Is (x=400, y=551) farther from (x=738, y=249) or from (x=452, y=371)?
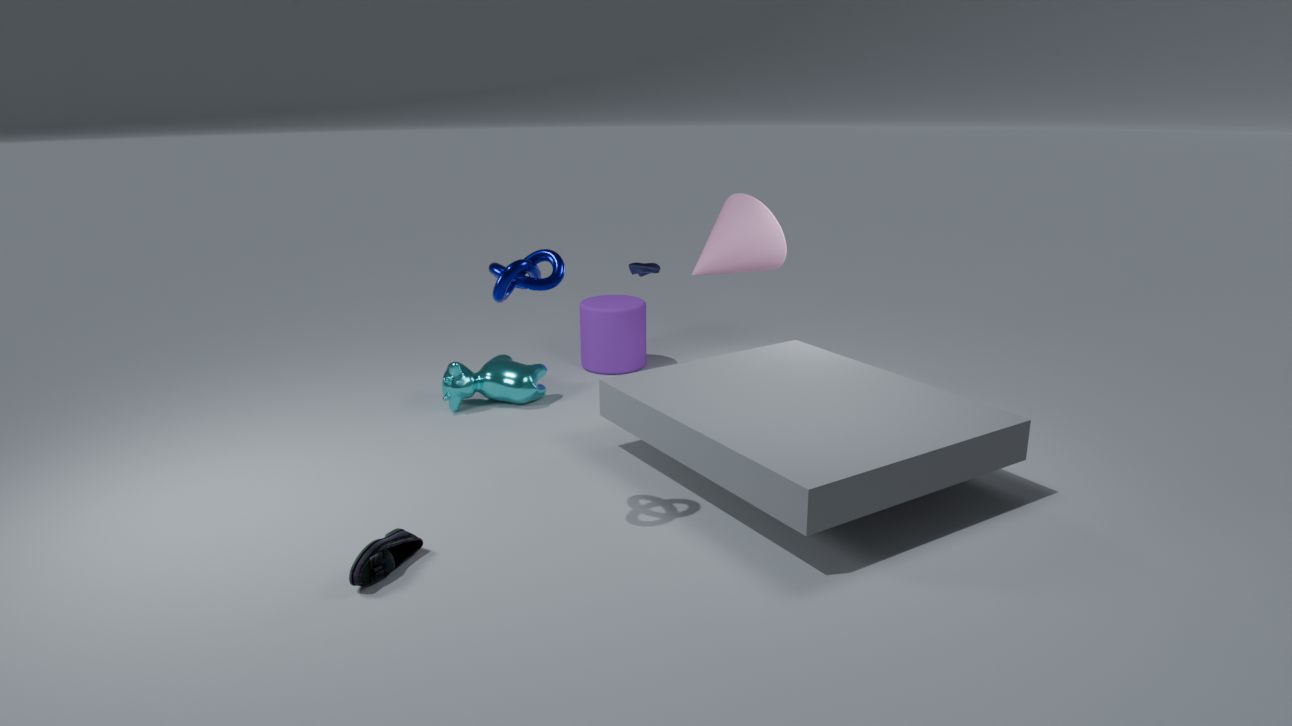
(x=738, y=249)
